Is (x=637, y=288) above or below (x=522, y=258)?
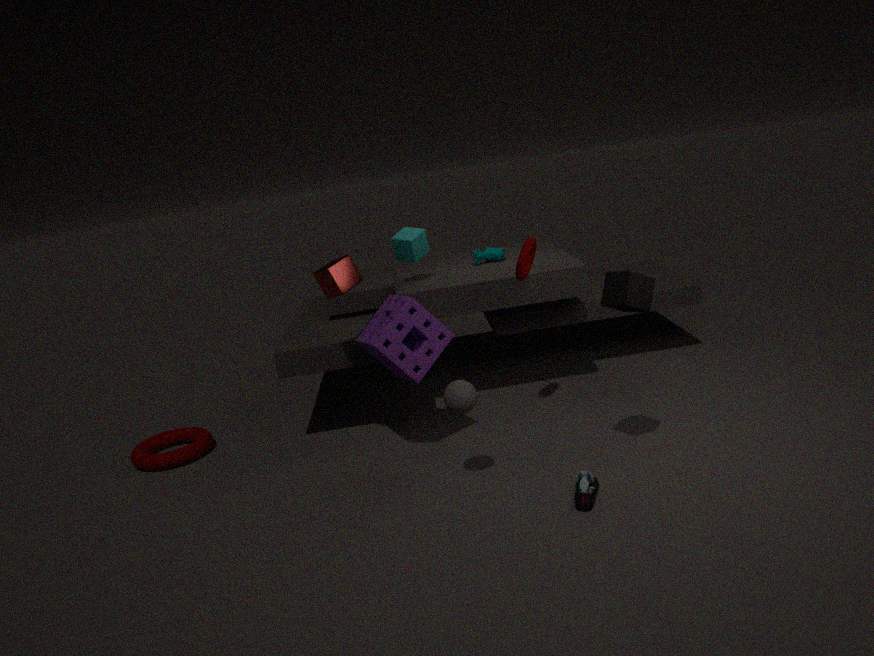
below
